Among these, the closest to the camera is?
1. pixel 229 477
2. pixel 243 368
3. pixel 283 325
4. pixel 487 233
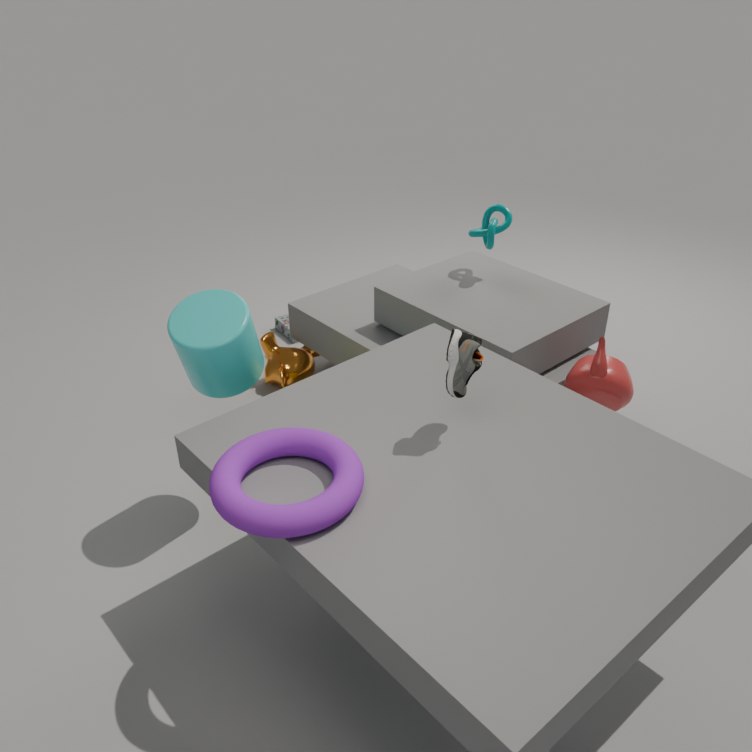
pixel 229 477
